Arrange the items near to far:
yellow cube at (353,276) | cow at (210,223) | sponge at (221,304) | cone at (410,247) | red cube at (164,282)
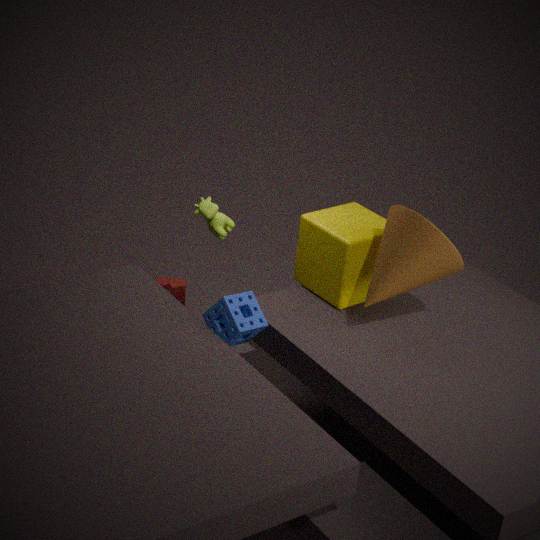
cone at (410,247) → sponge at (221,304) → yellow cube at (353,276) → cow at (210,223) → red cube at (164,282)
